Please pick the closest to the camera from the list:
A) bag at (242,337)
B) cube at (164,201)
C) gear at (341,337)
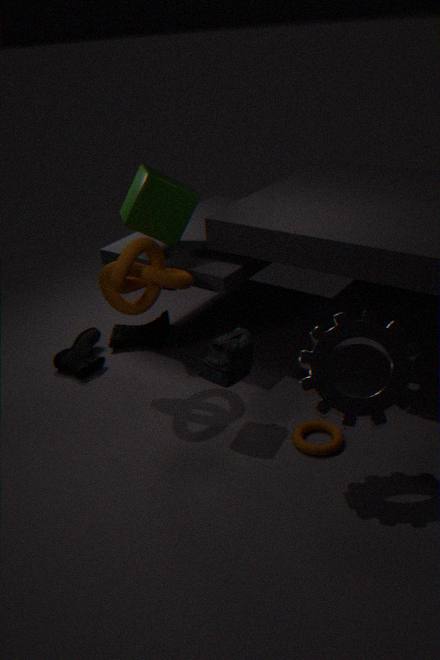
gear at (341,337)
